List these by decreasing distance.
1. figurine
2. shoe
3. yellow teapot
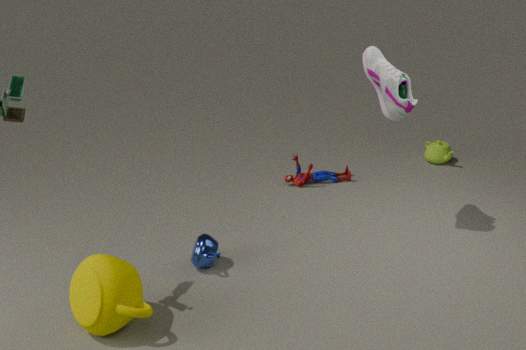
1. figurine
2. shoe
3. yellow teapot
